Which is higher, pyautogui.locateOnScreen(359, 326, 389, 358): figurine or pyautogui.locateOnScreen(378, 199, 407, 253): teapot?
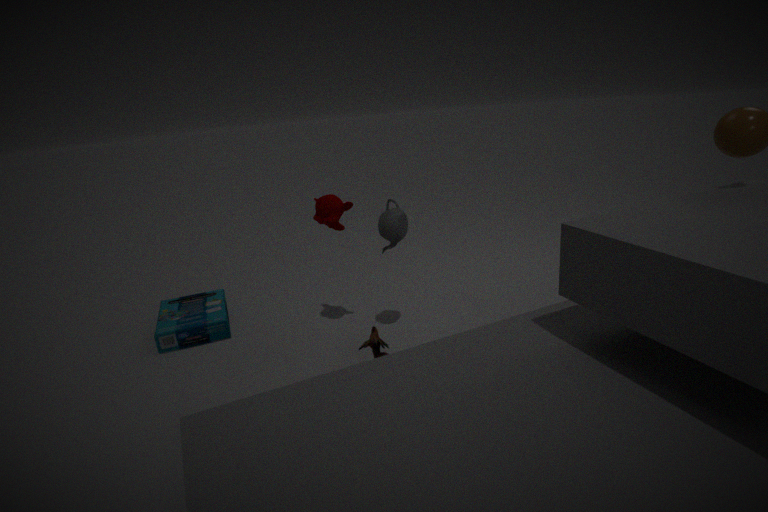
pyautogui.locateOnScreen(378, 199, 407, 253): teapot
